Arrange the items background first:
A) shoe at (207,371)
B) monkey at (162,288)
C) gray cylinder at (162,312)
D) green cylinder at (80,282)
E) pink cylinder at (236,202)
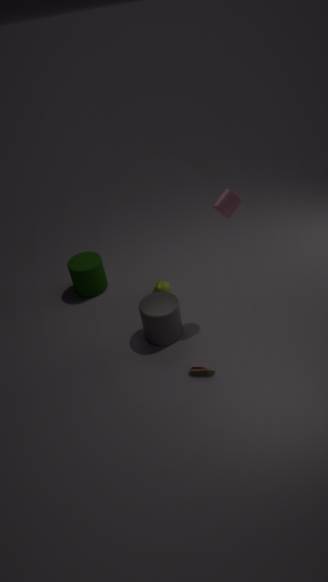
1. green cylinder at (80,282)
2. monkey at (162,288)
3. gray cylinder at (162,312)
4. shoe at (207,371)
5. pink cylinder at (236,202)
